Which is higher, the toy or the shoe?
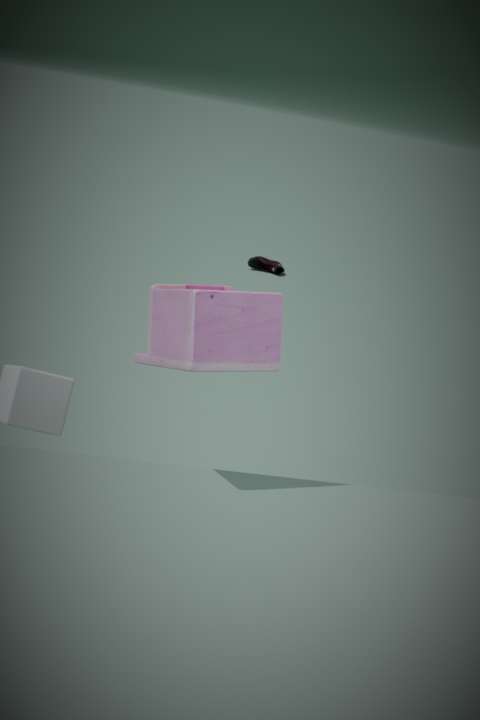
the toy
